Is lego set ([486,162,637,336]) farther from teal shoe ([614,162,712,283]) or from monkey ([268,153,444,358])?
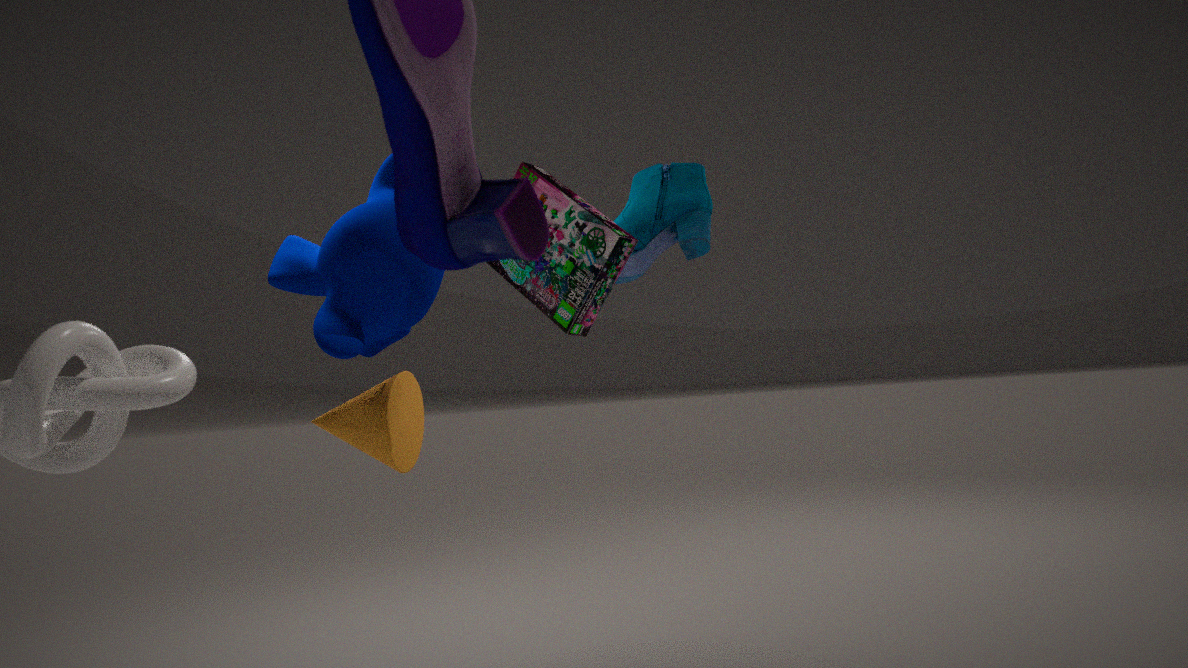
teal shoe ([614,162,712,283])
